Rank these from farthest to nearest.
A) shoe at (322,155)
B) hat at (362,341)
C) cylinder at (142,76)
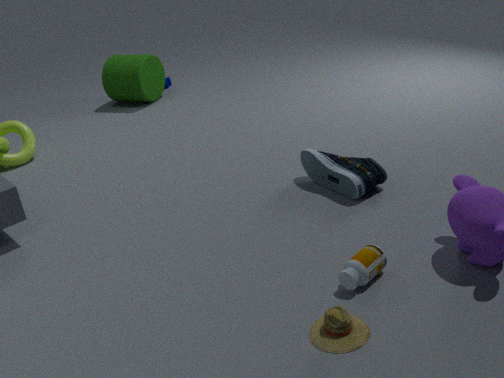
cylinder at (142,76) → shoe at (322,155) → hat at (362,341)
